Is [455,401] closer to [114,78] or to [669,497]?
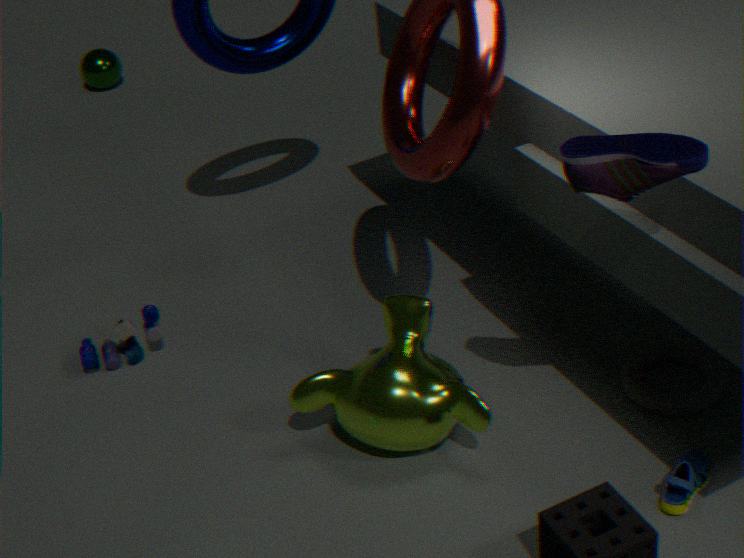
[669,497]
